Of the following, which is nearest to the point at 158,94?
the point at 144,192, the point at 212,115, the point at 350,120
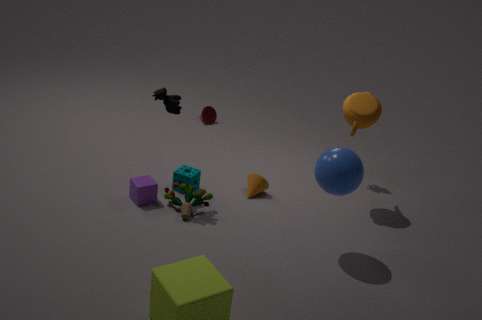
the point at 144,192
